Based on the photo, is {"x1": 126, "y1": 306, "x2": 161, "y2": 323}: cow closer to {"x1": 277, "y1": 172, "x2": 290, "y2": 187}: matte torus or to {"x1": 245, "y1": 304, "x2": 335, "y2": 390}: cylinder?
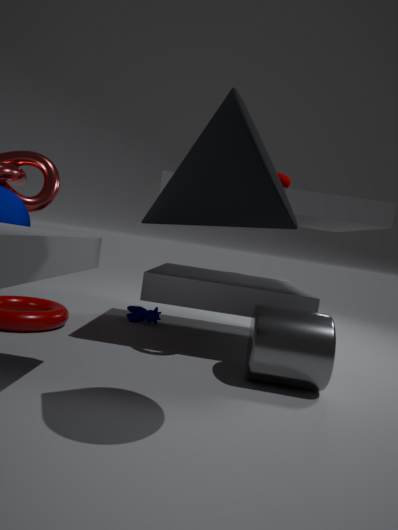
{"x1": 245, "y1": 304, "x2": 335, "y2": 390}: cylinder
